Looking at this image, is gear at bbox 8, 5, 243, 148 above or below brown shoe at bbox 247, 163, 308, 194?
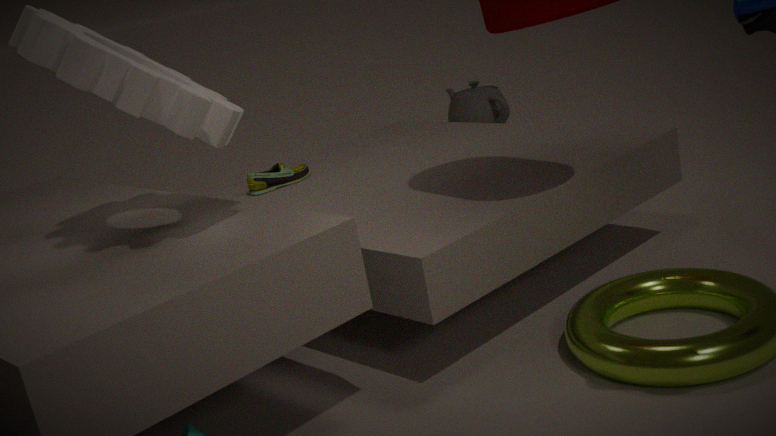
above
